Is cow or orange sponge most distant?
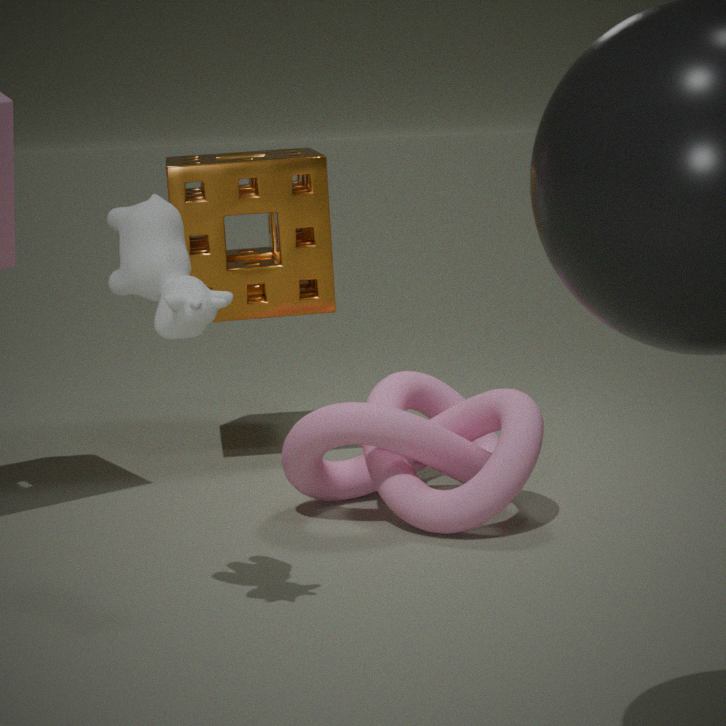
orange sponge
